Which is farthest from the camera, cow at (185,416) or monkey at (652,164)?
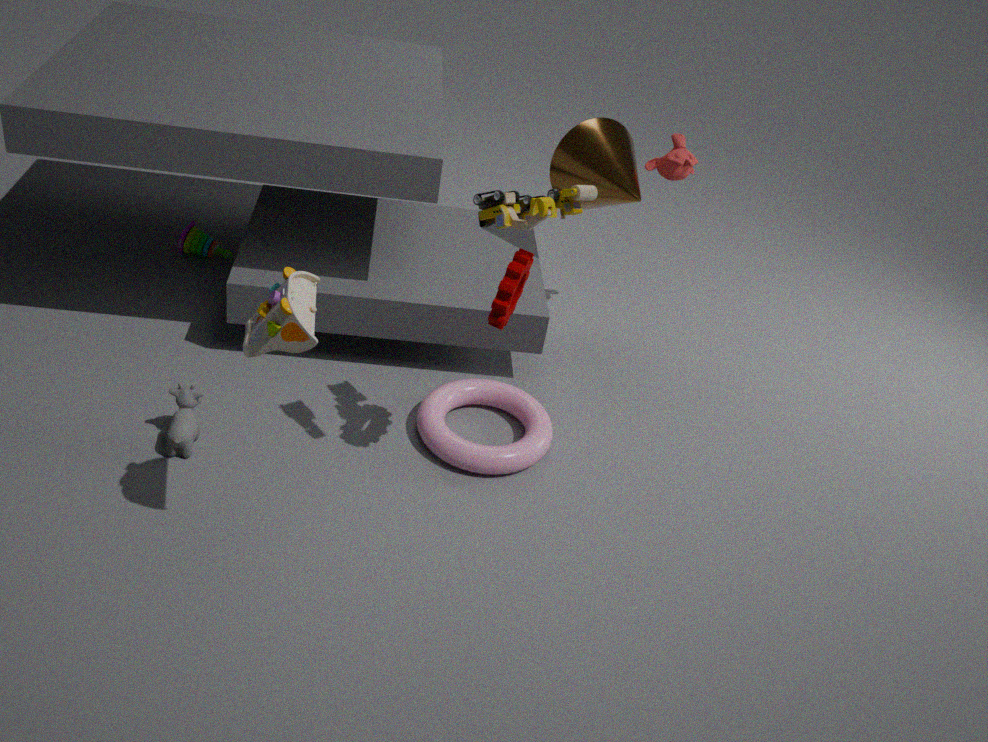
monkey at (652,164)
